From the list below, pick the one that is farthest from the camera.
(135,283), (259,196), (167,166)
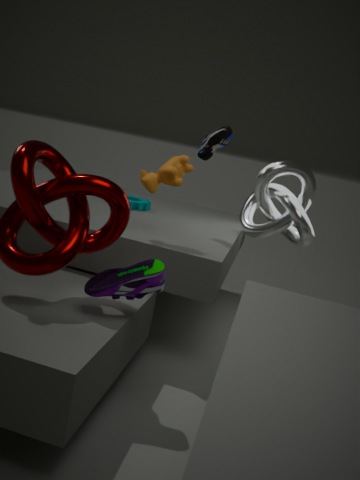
(259,196)
